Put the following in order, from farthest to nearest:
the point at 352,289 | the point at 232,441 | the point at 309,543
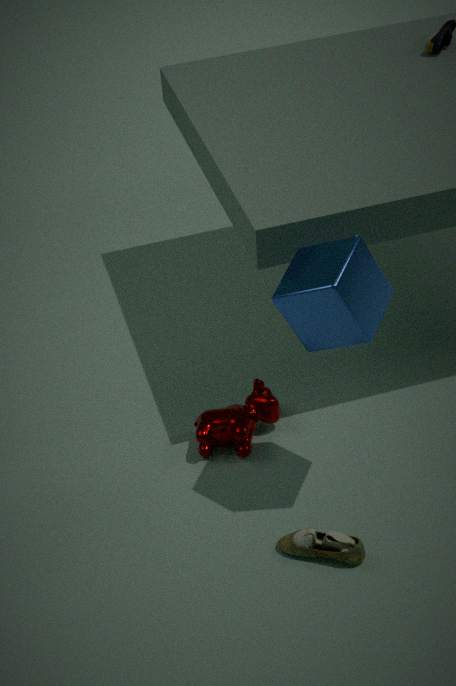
the point at 232,441
the point at 309,543
the point at 352,289
